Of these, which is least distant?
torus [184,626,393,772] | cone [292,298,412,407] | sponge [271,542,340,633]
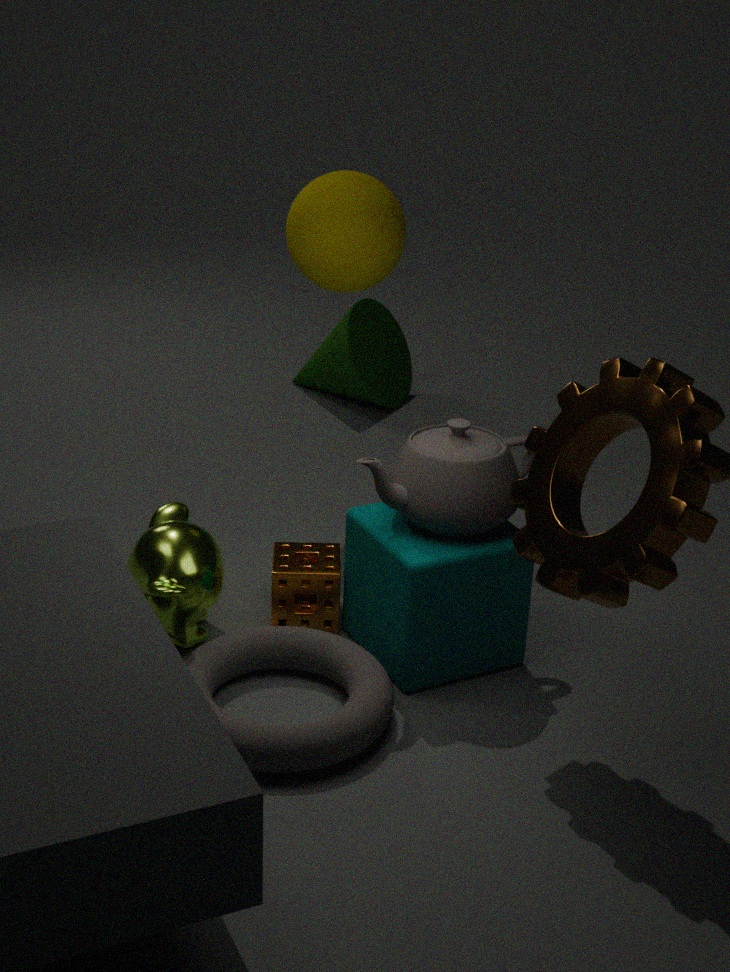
torus [184,626,393,772]
